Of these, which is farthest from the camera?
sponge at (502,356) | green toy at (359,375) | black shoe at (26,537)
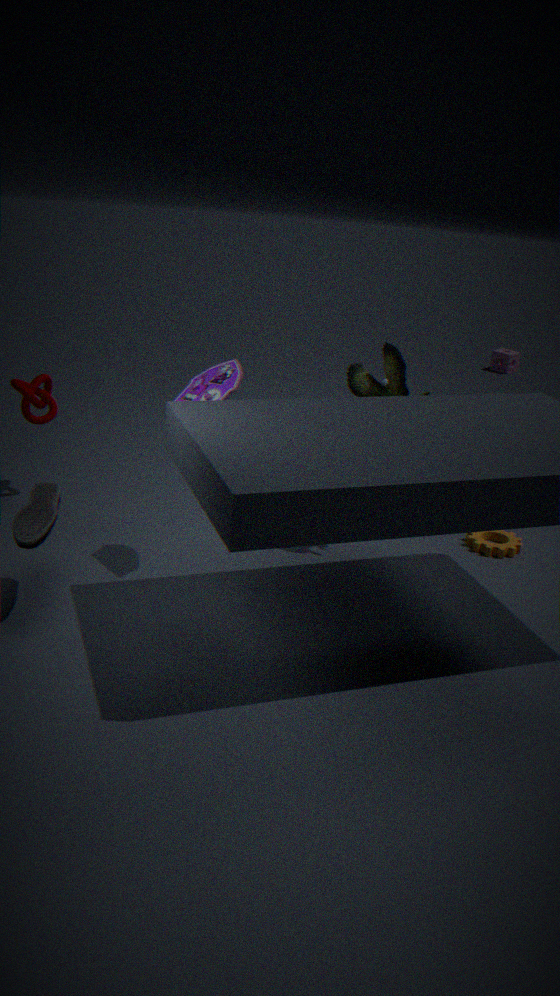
sponge at (502,356)
